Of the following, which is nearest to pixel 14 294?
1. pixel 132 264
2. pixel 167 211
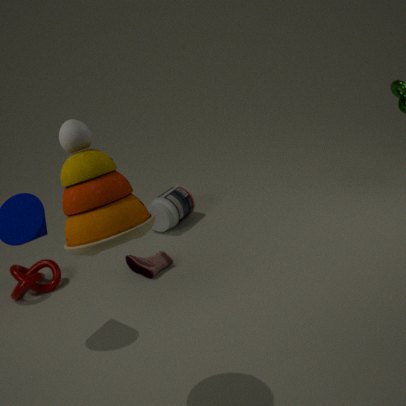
pixel 132 264
